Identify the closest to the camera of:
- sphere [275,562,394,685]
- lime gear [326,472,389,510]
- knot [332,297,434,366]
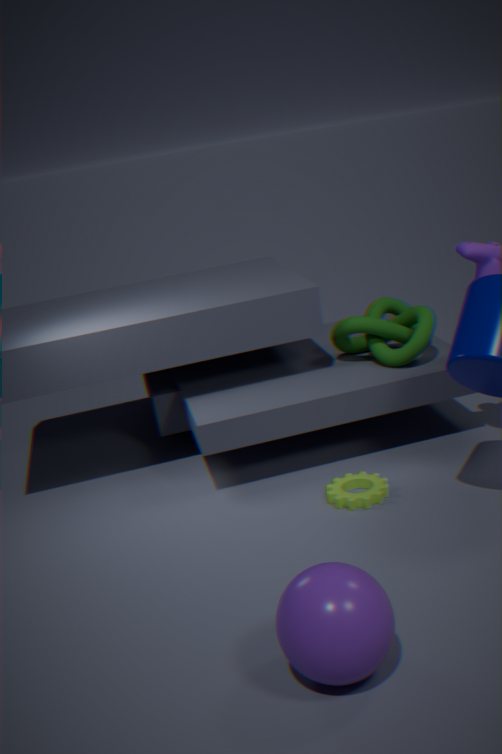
sphere [275,562,394,685]
